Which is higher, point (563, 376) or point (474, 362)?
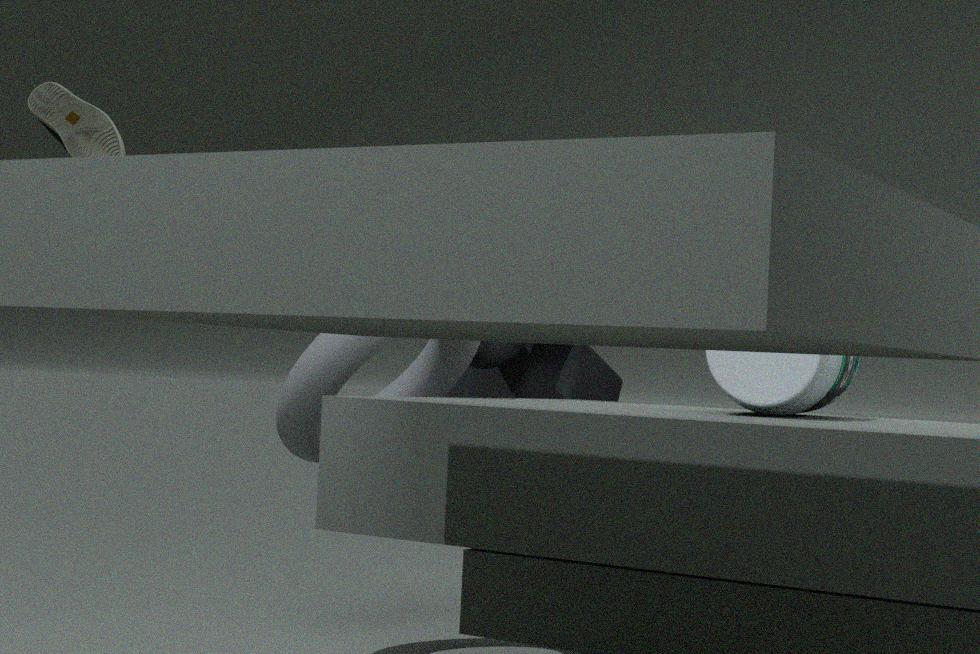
point (474, 362)
